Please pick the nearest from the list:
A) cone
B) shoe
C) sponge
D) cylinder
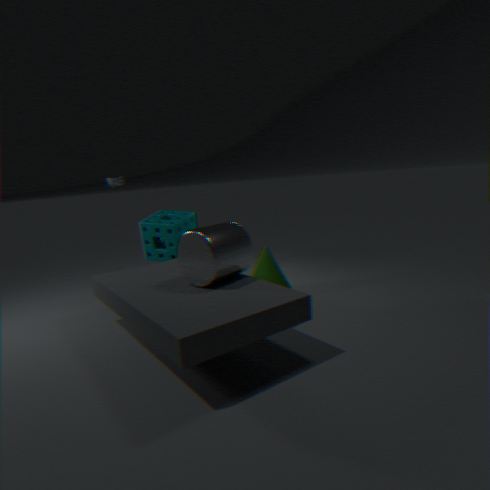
cylinder
